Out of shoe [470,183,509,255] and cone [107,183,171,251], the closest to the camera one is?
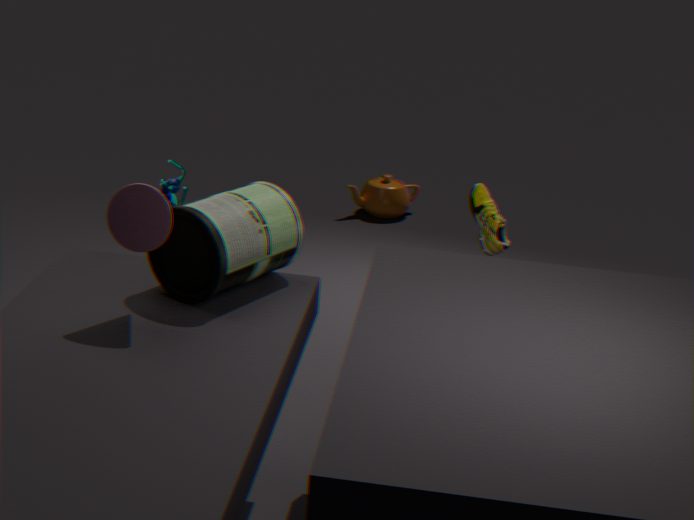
cone [107,183,171,251]
